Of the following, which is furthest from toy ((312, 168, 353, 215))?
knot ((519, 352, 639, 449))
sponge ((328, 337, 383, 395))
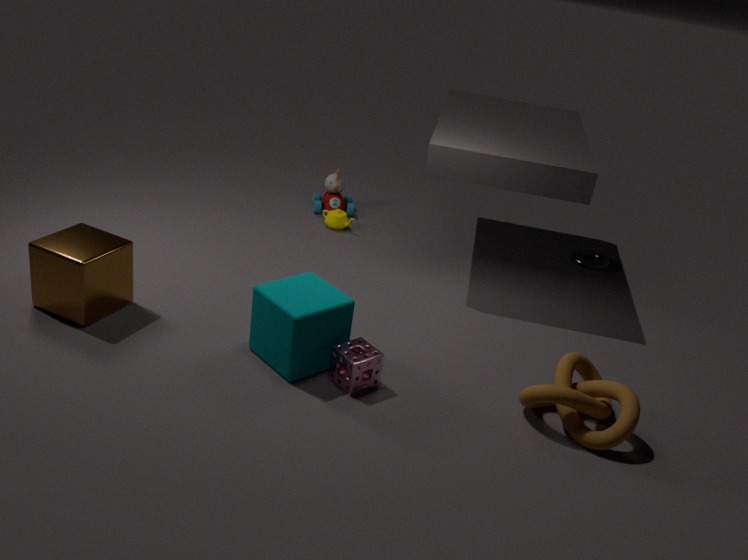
knot ((519, 352, 639, 449))
